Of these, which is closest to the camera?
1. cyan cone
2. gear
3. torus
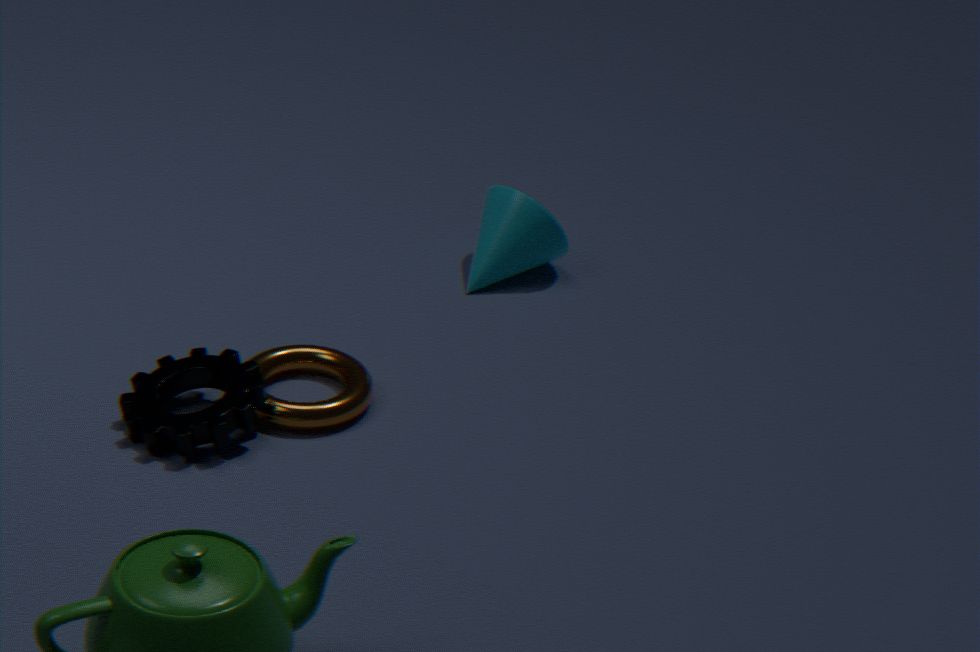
gear
